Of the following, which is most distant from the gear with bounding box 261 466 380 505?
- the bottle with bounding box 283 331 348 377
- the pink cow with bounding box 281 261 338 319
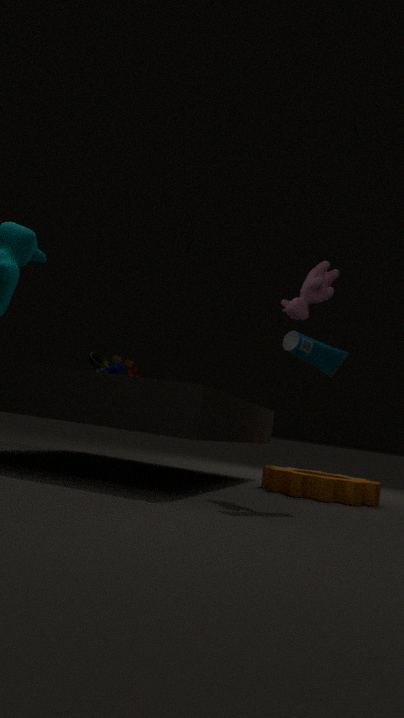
the pink cow with bounding box 281 261 338 319
